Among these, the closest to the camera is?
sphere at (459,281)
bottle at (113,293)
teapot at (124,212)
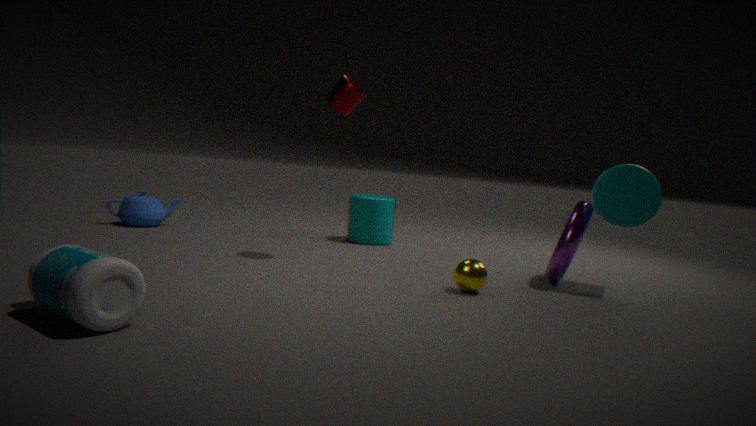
bottle at (113,293)
